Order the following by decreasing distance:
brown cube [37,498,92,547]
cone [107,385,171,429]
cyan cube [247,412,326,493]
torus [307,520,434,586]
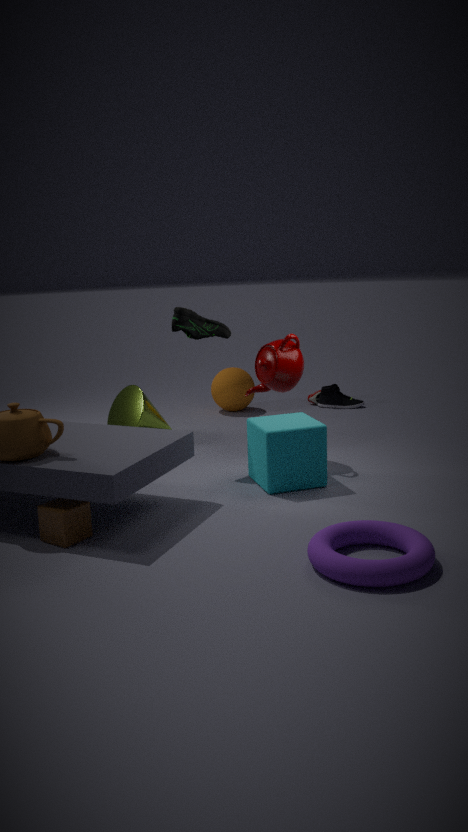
cone [107,385,171,429] < cyan cube [247,412,326,493] < brown cube [37,498,92,547] < torus [307,520,434,586]
